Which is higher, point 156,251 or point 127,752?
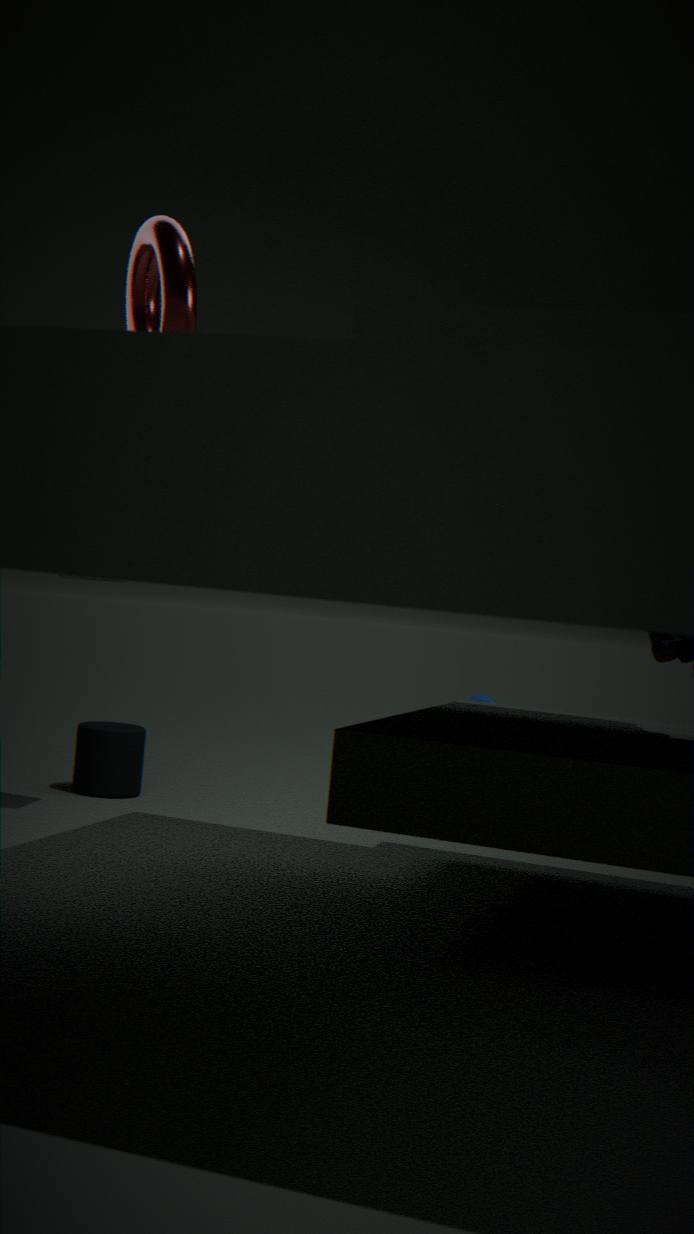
point 156,251
